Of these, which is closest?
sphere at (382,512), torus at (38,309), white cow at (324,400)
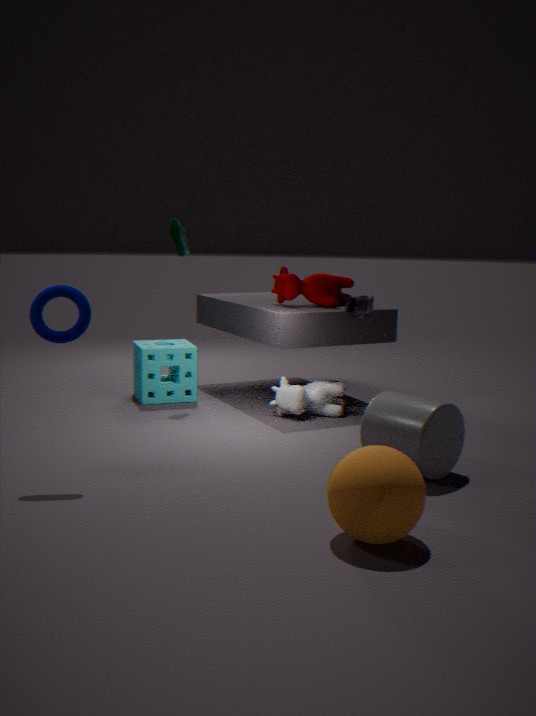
sphere at (382,512)
